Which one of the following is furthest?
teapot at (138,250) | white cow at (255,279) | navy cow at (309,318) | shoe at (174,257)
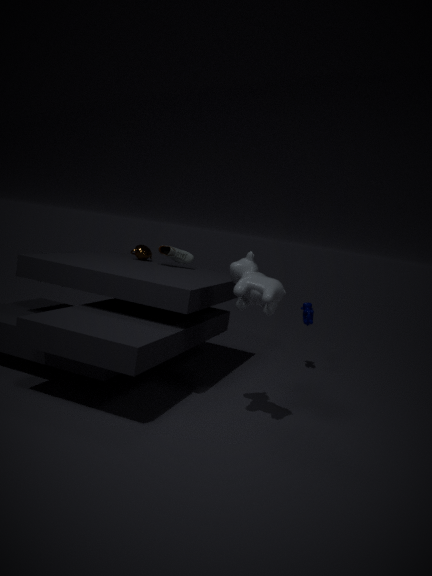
teapot at (138,250)
